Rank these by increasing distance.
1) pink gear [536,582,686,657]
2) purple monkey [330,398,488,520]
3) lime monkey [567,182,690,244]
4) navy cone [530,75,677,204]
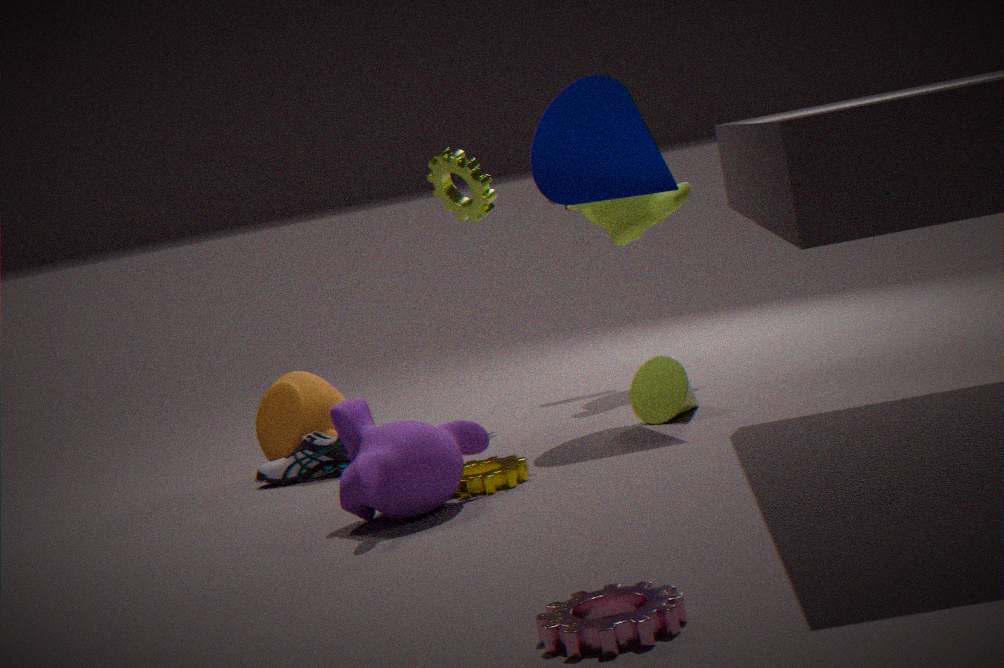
1. pink gear [536,582,686,657] < 2. purple monkey [330,398,488,520] < 4. navy cone [530,75,677,204] < 3. lime monkey [567,182,690,244]
